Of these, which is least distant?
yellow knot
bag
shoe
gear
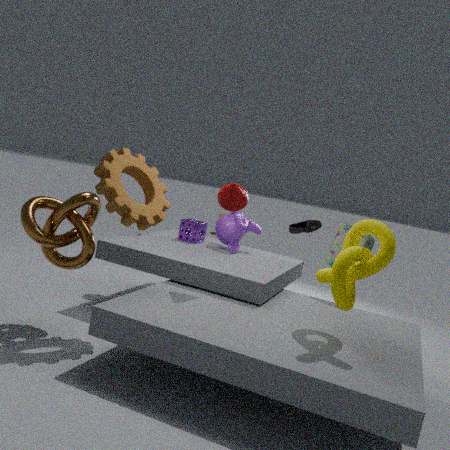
yellow knot
